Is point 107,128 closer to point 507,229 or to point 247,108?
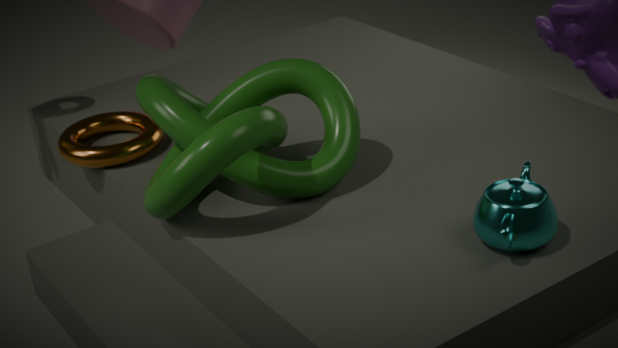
point 247,108
